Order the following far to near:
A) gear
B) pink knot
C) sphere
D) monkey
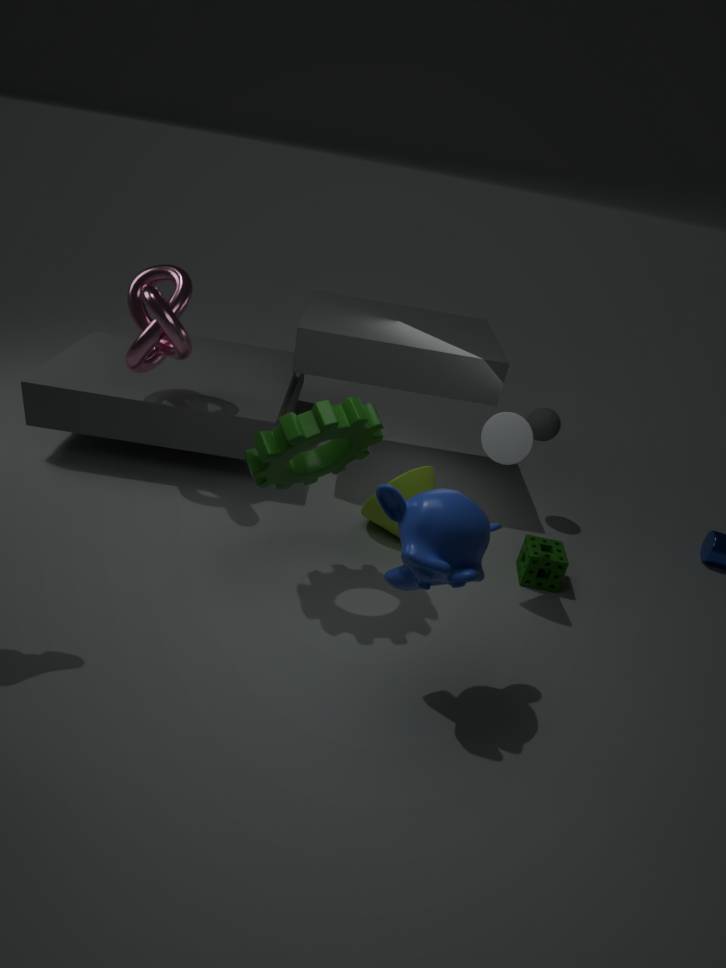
1. sphere
2. pink knot
3. gear
4. monkey
